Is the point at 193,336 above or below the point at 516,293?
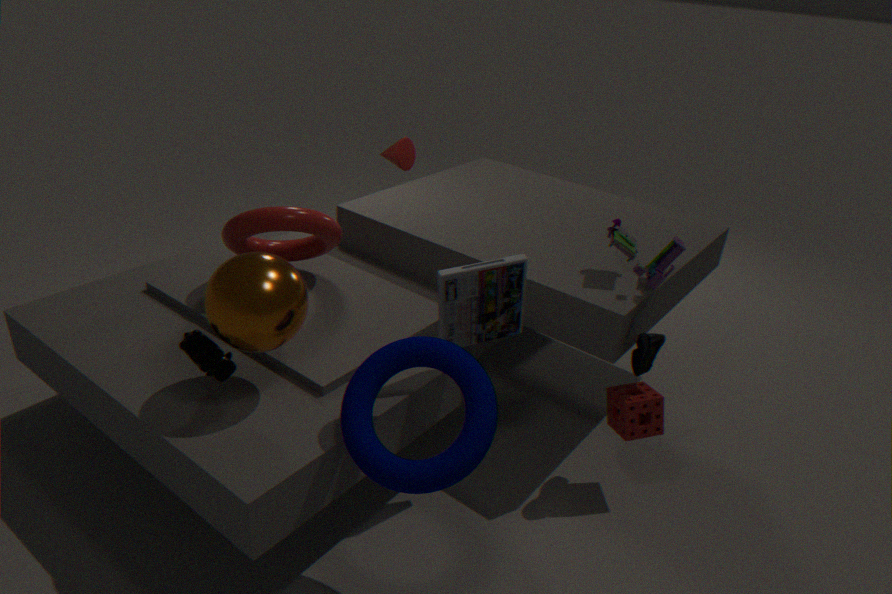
below
